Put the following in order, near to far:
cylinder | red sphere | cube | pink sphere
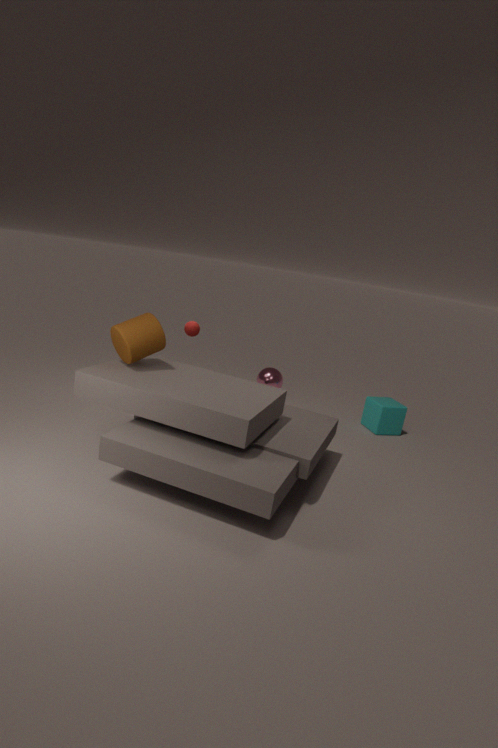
cylinder → red sphere → cube → pink sphere
